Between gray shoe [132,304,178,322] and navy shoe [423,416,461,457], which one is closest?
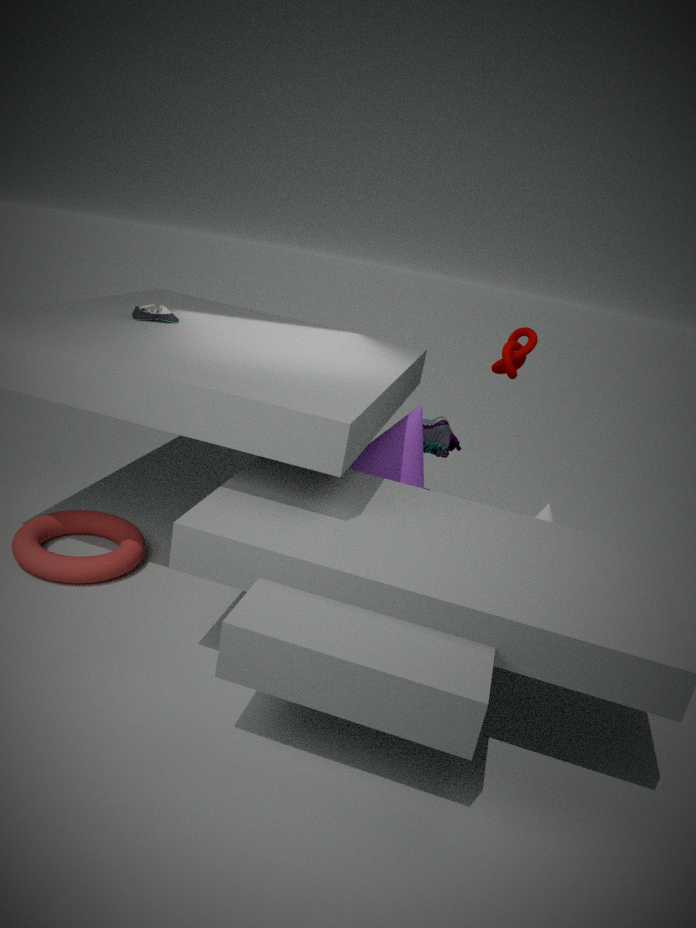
gray shoe [132,304,178,322]
